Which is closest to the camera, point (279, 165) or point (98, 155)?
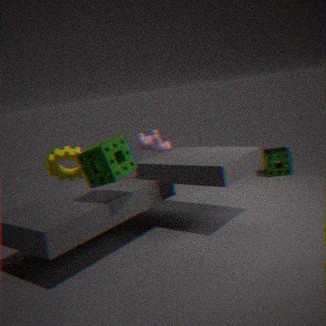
point (98, 155)
